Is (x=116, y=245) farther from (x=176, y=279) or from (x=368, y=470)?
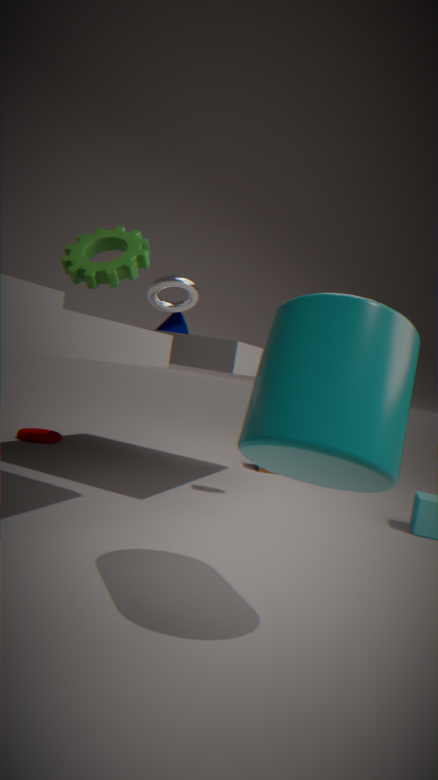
(x=176, y=279)
